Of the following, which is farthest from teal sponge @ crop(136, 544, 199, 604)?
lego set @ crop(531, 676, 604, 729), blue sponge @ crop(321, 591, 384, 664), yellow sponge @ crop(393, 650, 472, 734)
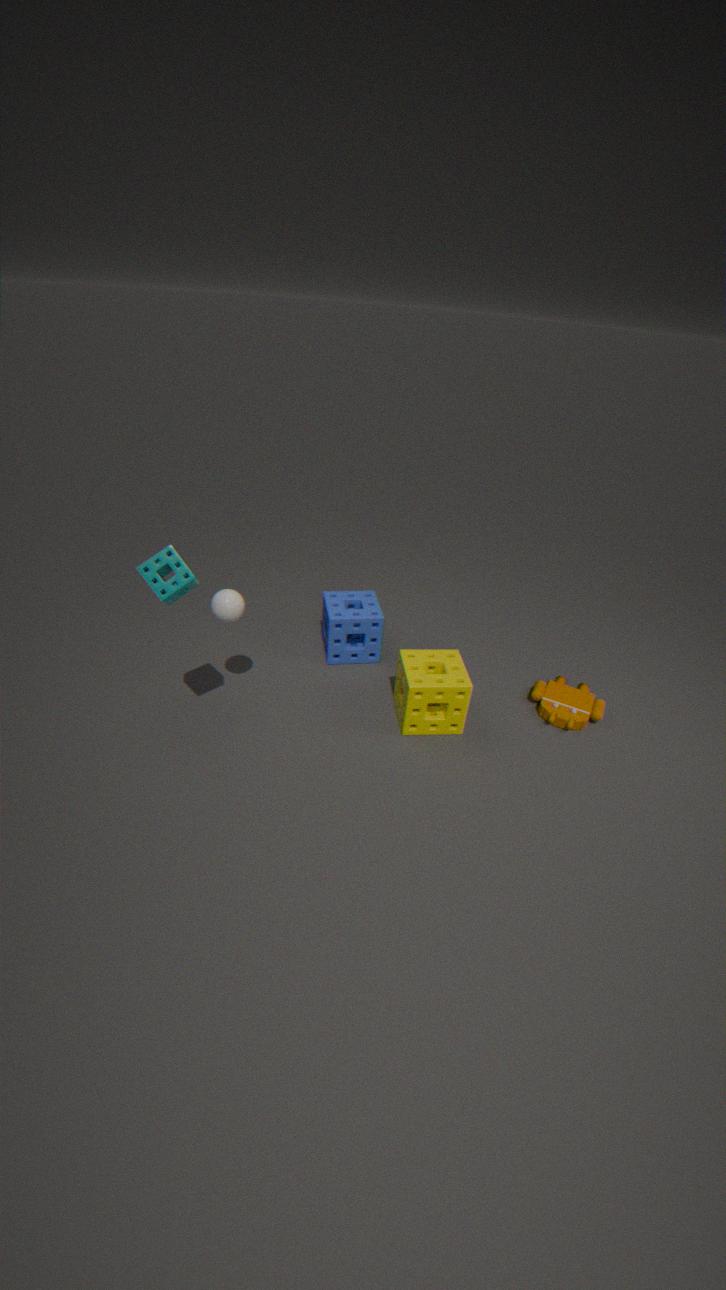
lego set @ crop(531, 676, 604, 729)
